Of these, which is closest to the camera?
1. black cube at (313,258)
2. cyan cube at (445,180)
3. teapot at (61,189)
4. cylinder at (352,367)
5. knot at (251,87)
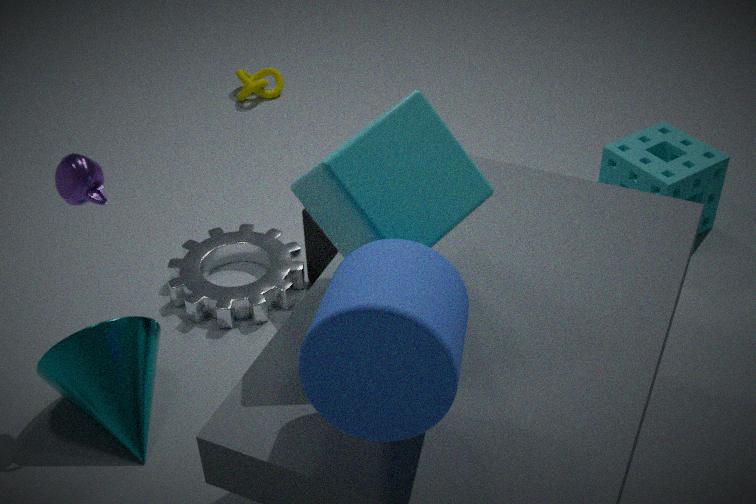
cylinder at (352,367)
